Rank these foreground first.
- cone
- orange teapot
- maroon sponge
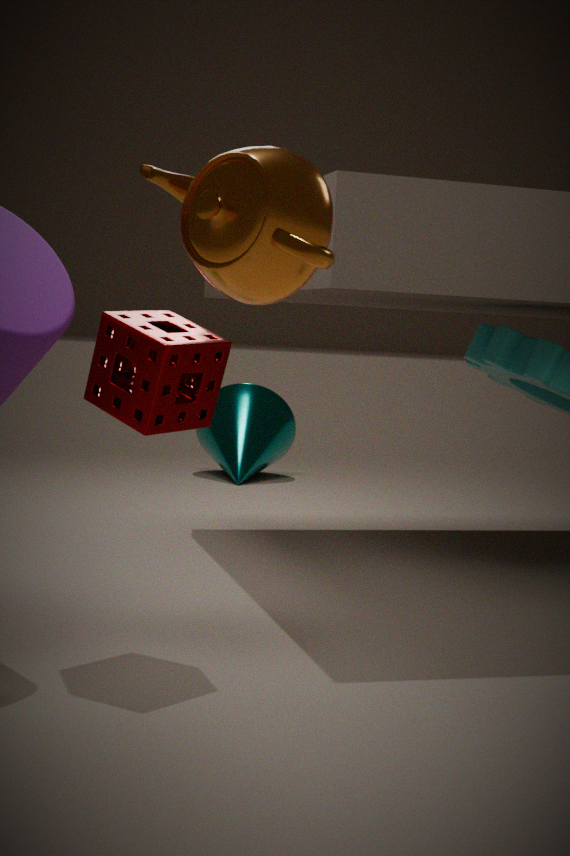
orange teapot
maroon sponge
cone
